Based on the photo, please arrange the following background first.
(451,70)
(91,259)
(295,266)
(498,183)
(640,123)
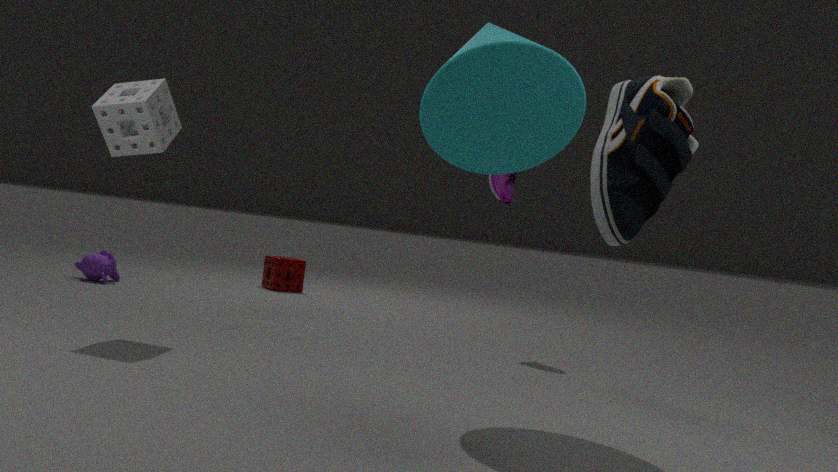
(295,266) → (91,259) → (498,183) → (451,70) → (640,123)
